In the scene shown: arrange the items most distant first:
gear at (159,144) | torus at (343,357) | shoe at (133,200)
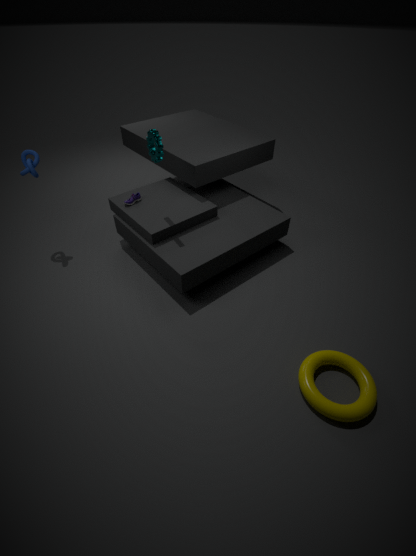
1. shoe at (133,200)
2. gear at (159,144)
3. torus at (343,357)
